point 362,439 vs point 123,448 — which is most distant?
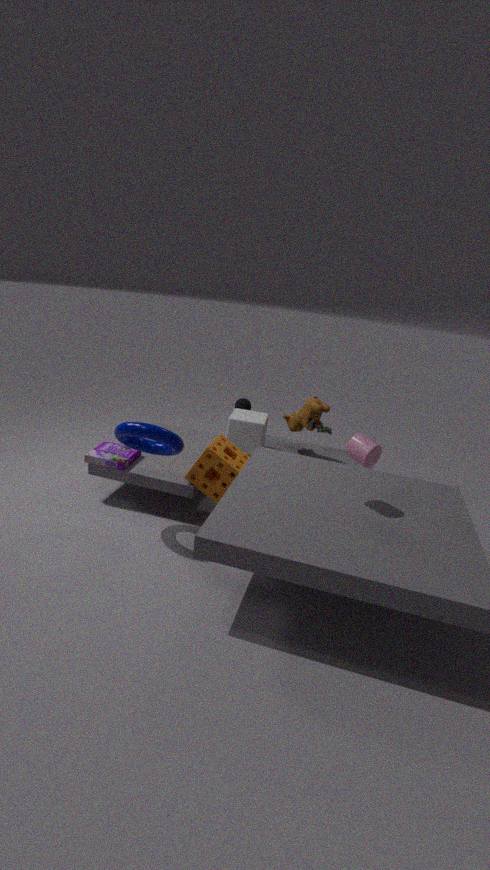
point 123,448
